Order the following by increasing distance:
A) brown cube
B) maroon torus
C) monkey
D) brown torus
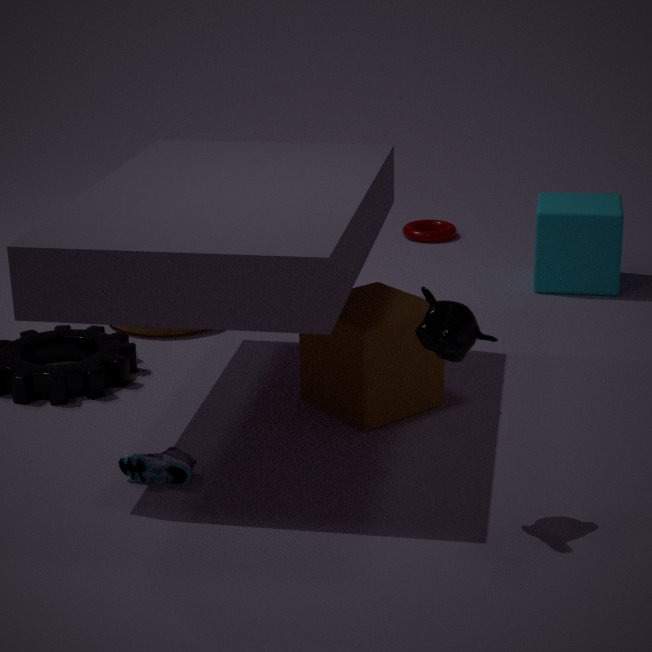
monkey → brown cube → brown torus → maroon torus
